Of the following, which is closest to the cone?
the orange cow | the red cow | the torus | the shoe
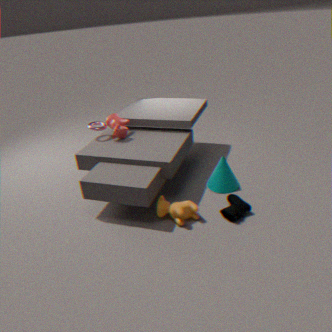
the shoe
